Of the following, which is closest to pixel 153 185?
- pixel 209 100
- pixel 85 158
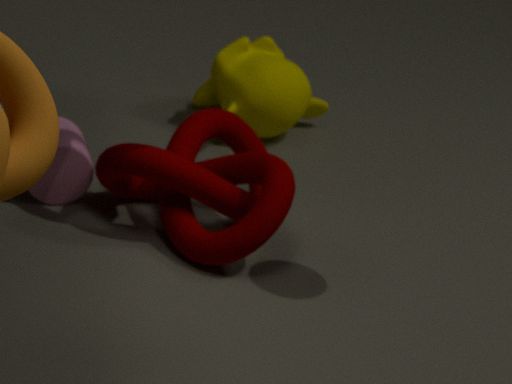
pixel 85 158
